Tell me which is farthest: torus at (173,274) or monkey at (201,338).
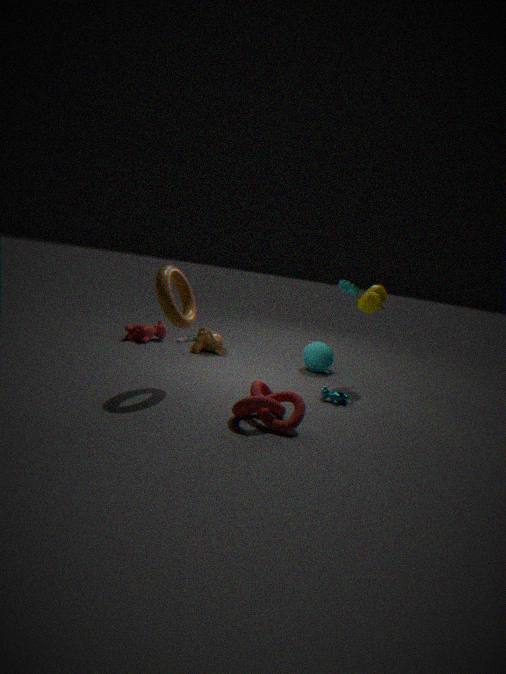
monkey at (201,338)
